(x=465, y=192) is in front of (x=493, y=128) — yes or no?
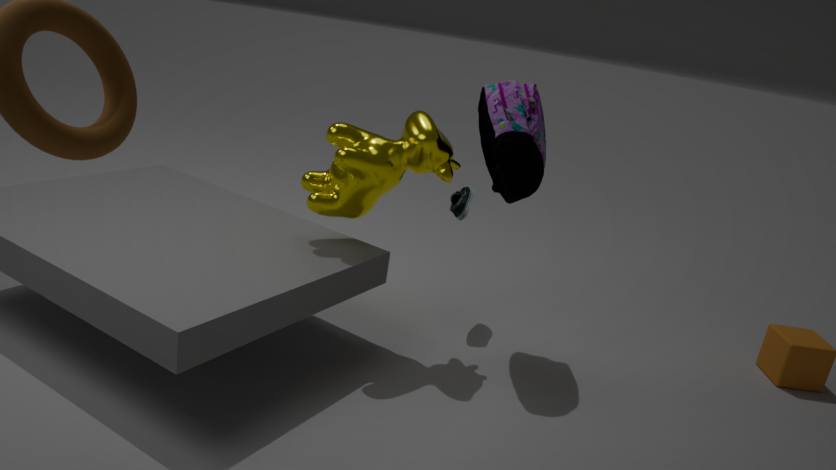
No
